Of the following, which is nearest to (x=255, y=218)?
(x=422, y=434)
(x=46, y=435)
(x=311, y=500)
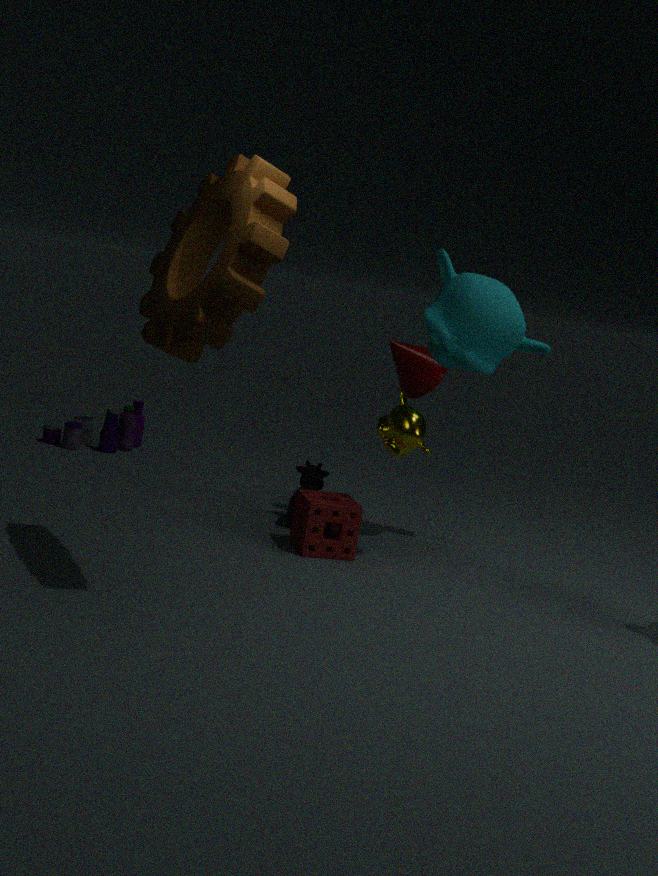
(x=422, y=434)
